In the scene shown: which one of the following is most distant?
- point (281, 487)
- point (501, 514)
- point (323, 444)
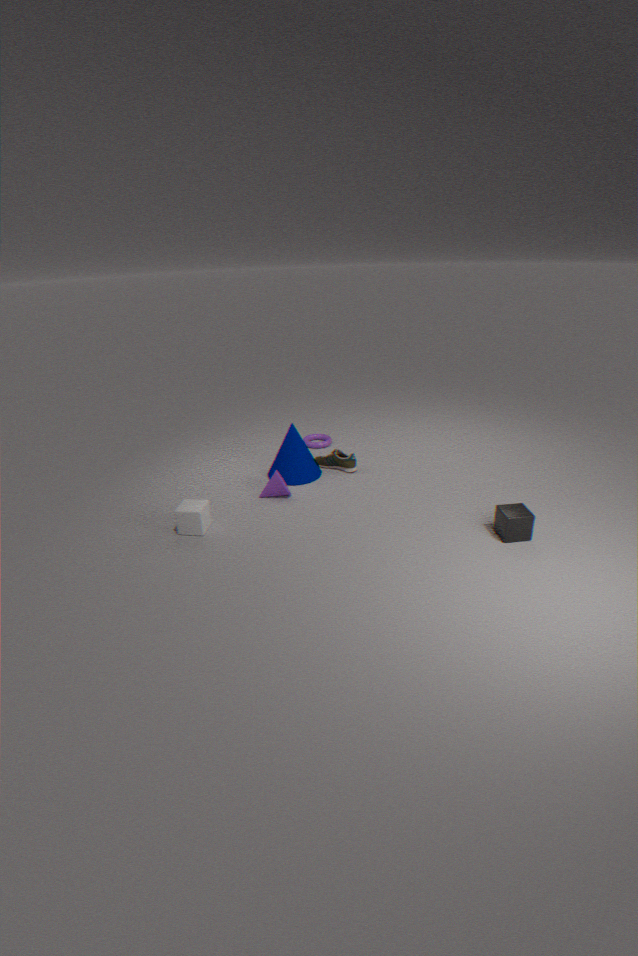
point (323, 444)
